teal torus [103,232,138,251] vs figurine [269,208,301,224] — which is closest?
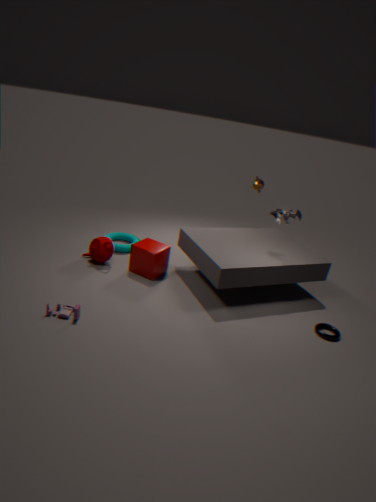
figurine [269,208,301,224]
